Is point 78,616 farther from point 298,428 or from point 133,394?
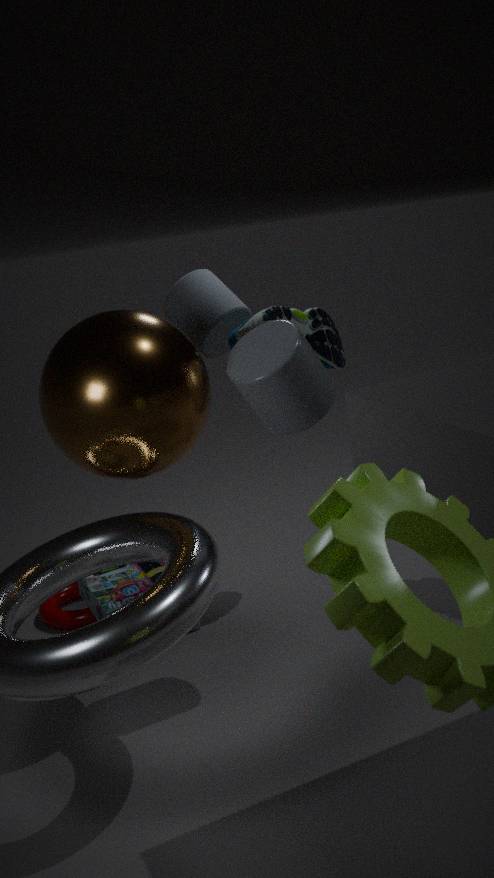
point 298,428
